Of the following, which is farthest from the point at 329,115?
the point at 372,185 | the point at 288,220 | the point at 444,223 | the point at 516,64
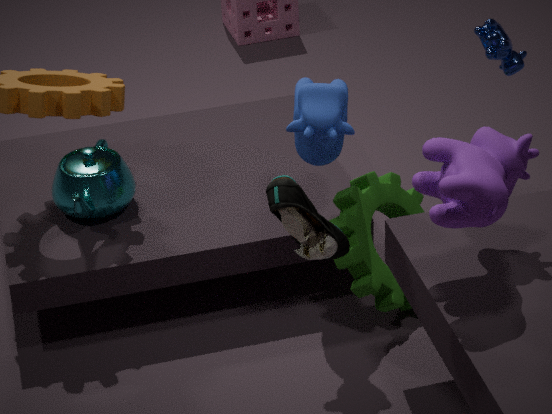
the point at 288,220
